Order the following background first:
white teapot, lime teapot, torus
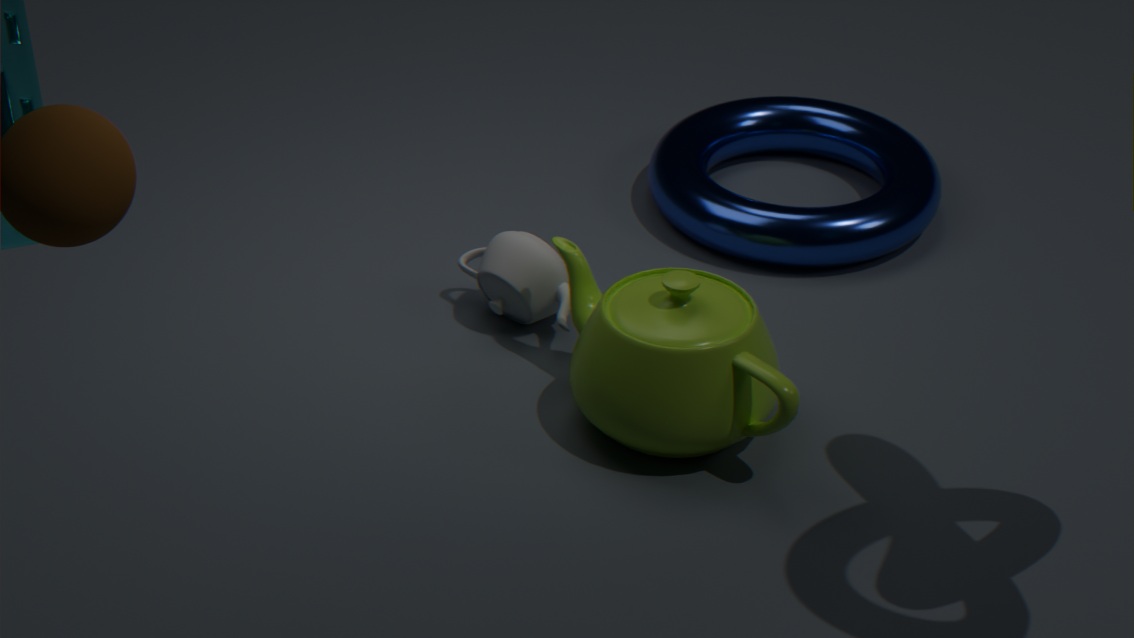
torus, white teapot, lime teapot
